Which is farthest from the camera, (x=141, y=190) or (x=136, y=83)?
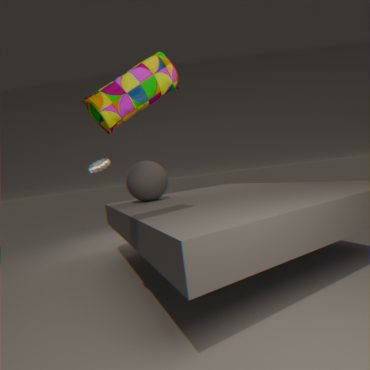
(x=141, y=190)
